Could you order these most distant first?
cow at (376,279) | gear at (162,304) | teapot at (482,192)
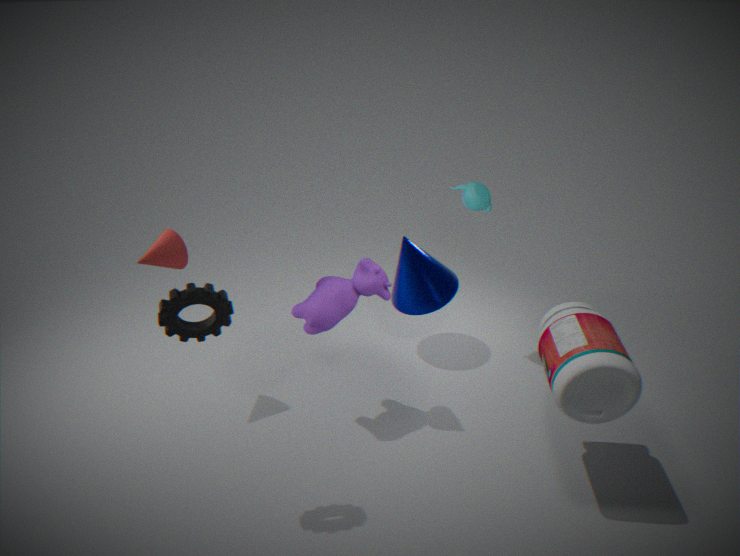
1. teapot at (482,192)
2. cow at (376,279)
3. gear at (162,304)
